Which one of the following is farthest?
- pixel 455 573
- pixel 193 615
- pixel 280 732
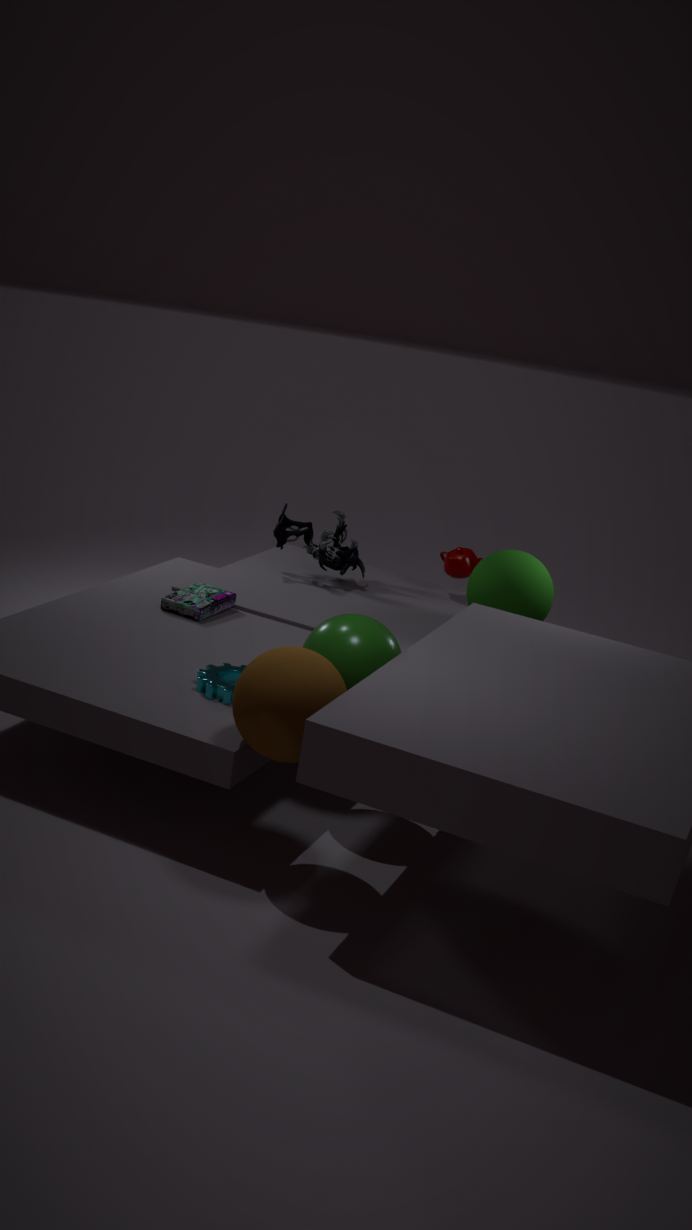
pixel 455 573
